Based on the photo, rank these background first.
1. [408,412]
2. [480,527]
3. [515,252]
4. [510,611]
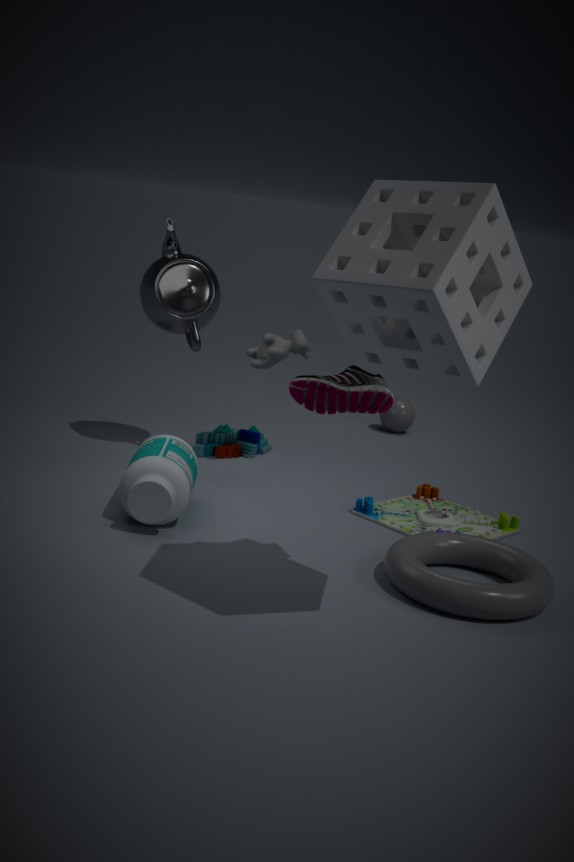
[408,412] → [480,527] → [510,611] → [515,252]
